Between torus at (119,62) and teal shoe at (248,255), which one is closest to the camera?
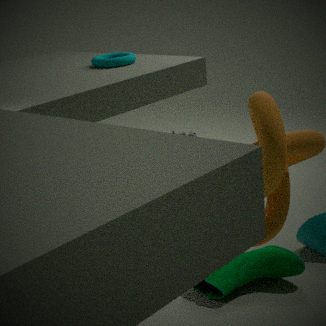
teal shoe at (248,255)
